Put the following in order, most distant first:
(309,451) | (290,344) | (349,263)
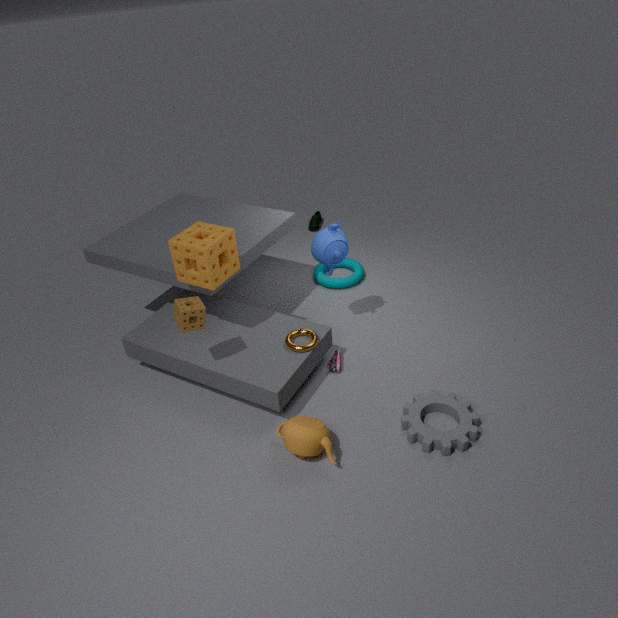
(349,263) → (290,344) → (309,451)
